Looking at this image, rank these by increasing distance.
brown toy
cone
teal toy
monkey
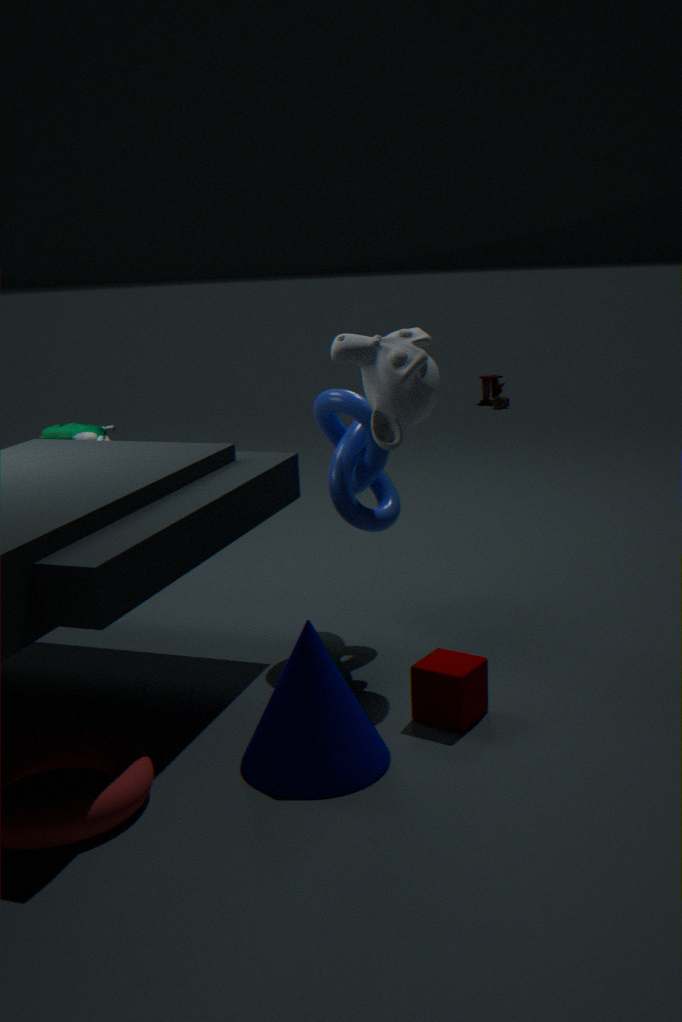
cone → monkey → teal toy → brown toy
